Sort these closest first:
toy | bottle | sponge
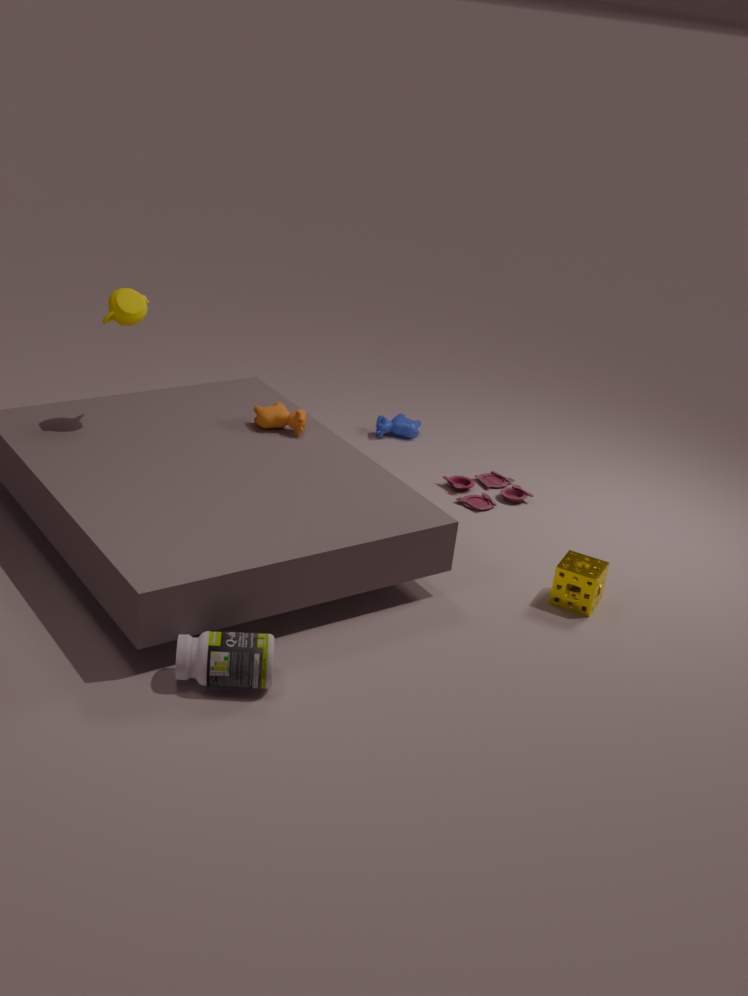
bottle, sponge, toy
